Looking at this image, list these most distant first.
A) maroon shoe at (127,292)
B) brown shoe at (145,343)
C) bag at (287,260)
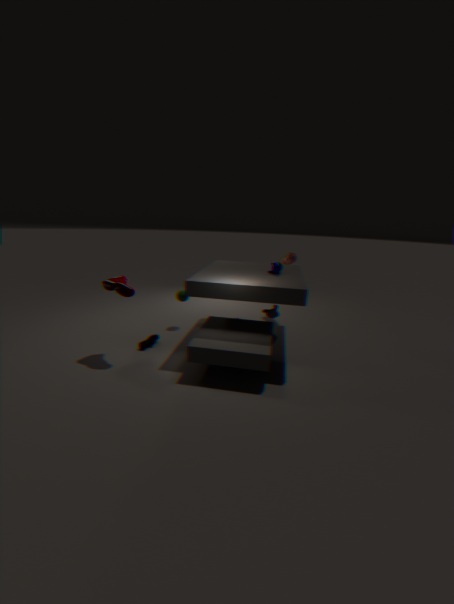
bag at (287,260)
brown shoe at (145,343)
maroon shoe at (127,292)
